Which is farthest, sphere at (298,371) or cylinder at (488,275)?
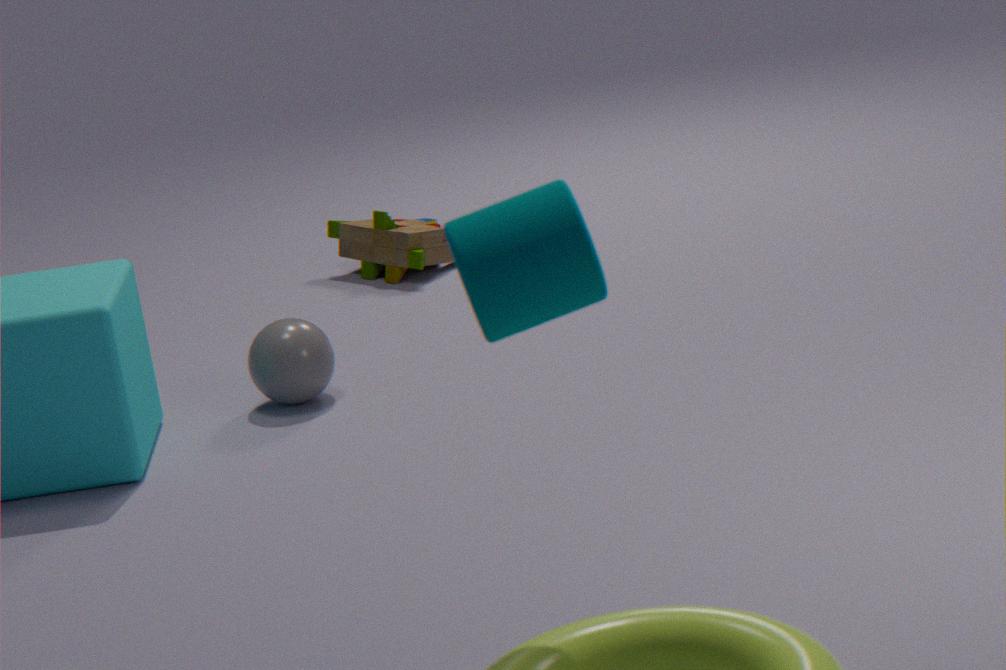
sphere at (298,371)
